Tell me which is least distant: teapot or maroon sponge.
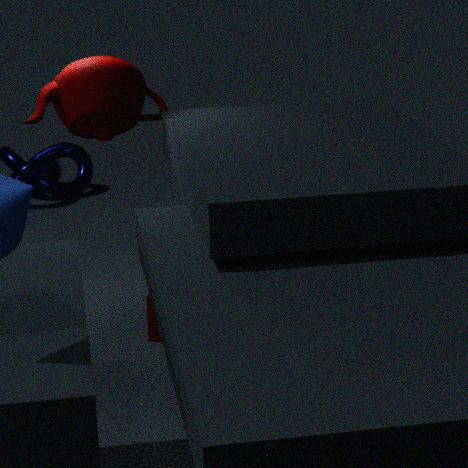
teapot
